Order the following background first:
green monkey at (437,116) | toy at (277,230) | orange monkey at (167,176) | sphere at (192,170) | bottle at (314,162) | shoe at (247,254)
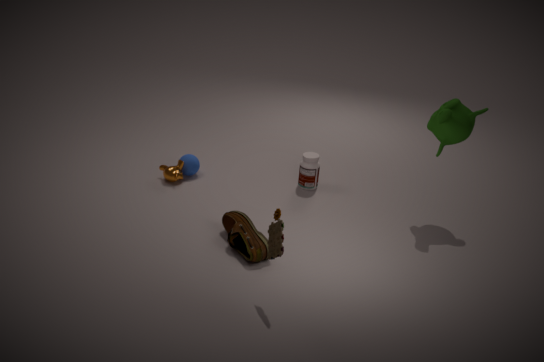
sphere at (192,170), bottle at (314,162), orange monkey at (167,176), green monkey at (437,116), shoe at (247,254), toy at (277,230)
